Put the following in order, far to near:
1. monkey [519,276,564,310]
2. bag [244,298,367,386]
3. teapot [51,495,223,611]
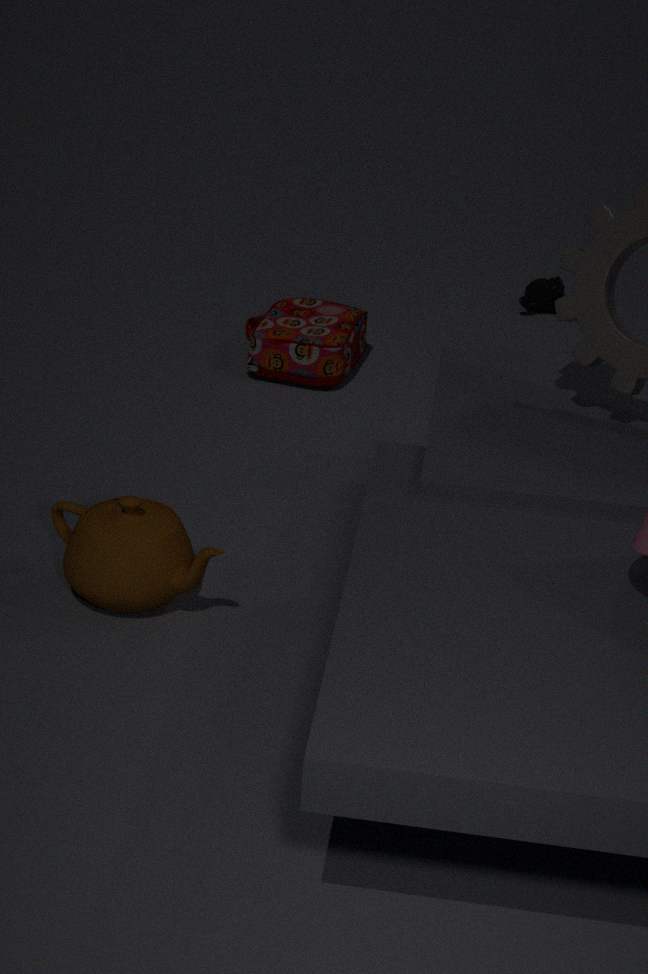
monkey [519,276,564,310] → bag [244,298,367,386] → teapot [51,495,223,611]
